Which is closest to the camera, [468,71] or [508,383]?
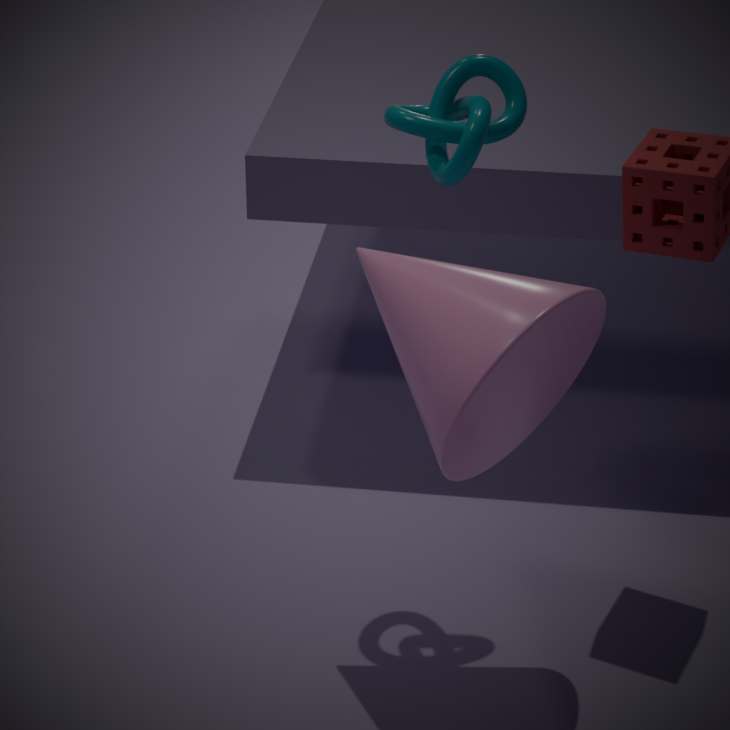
[508,383]
